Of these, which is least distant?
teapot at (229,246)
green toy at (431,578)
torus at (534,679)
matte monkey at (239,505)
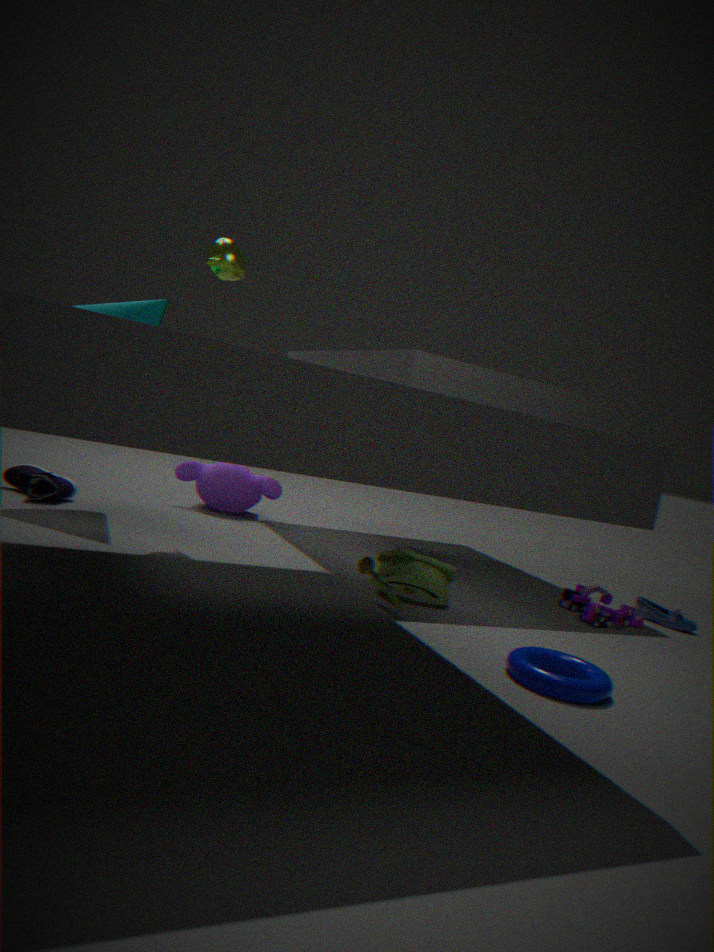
torus at (534,679)
